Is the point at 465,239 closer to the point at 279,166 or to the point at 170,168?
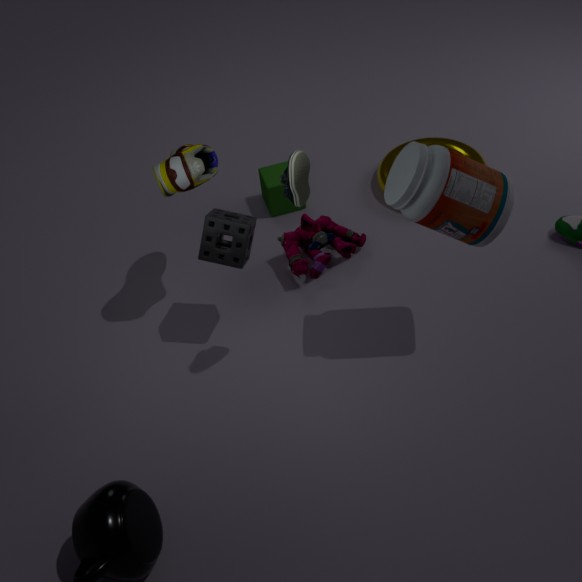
the point at 170,168
